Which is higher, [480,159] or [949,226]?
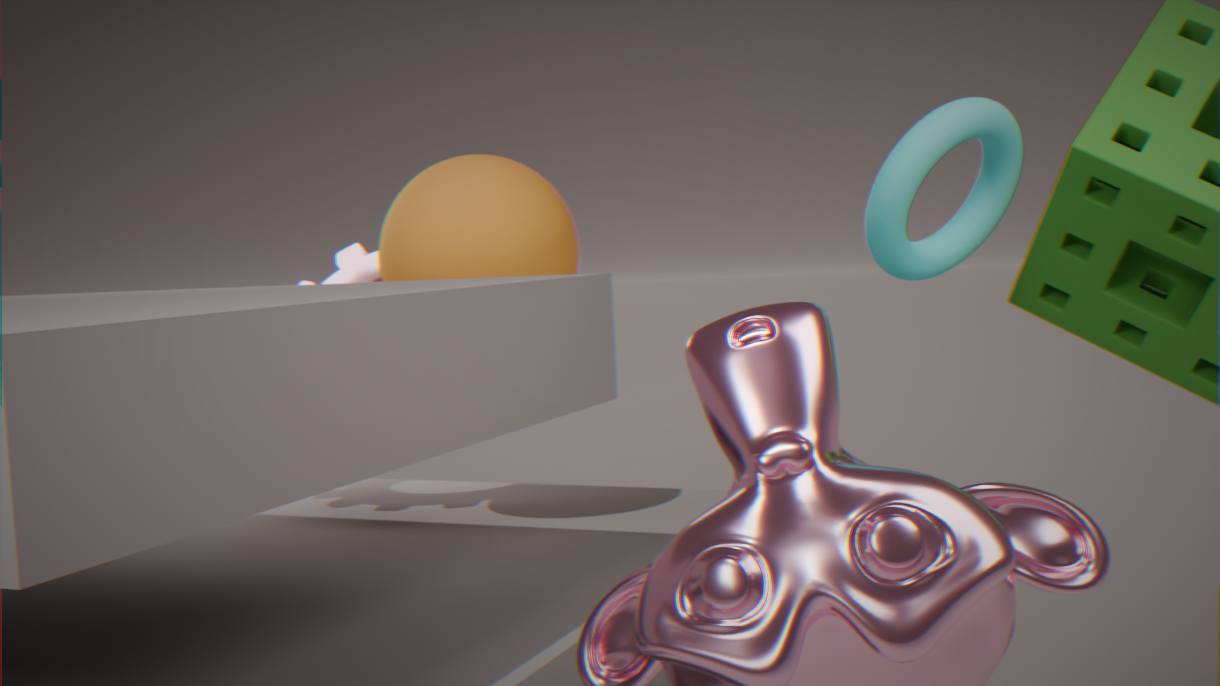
[949,226]
